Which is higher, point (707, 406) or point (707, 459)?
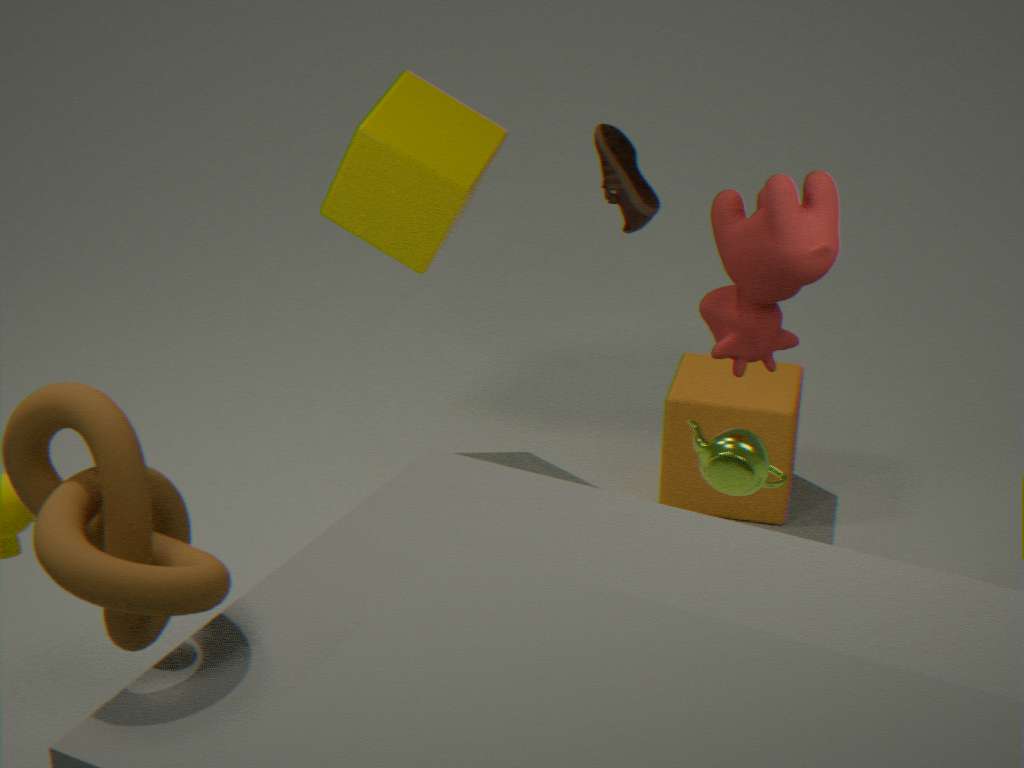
point (707, 459)
